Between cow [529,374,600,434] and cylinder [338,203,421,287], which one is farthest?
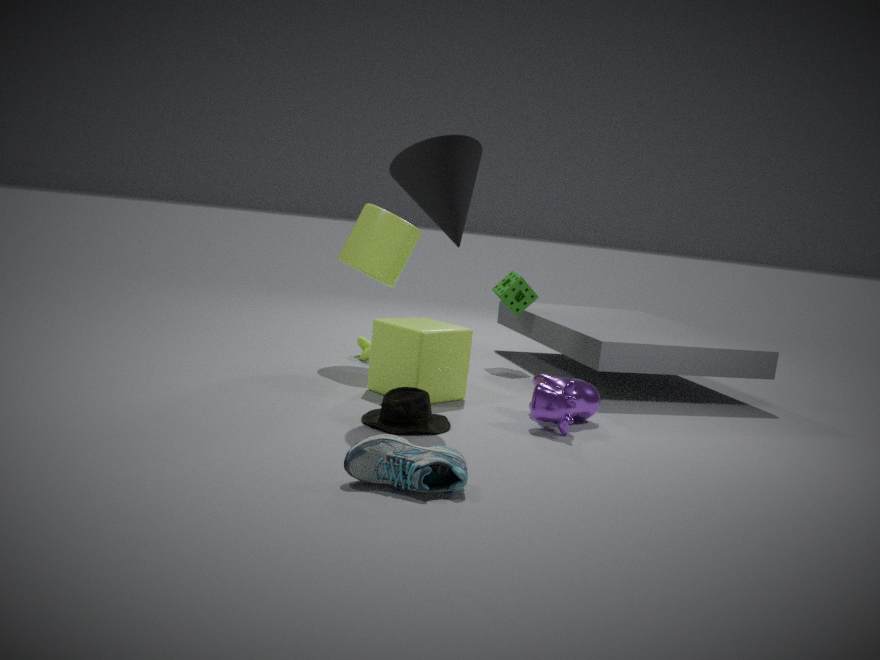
cylinder [338,203,421,287]
